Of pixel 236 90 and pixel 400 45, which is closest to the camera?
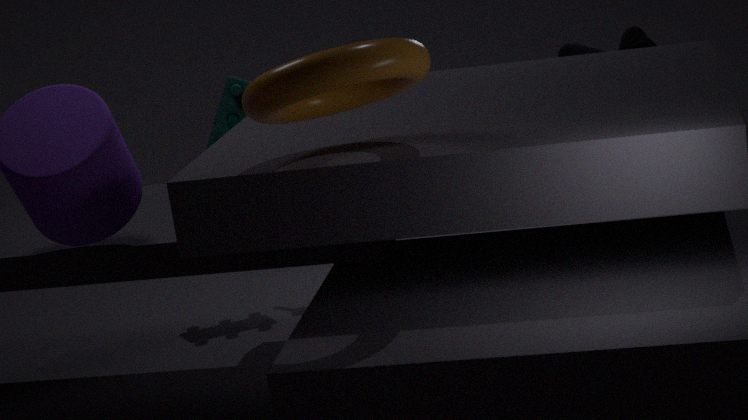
pixel 400 45
